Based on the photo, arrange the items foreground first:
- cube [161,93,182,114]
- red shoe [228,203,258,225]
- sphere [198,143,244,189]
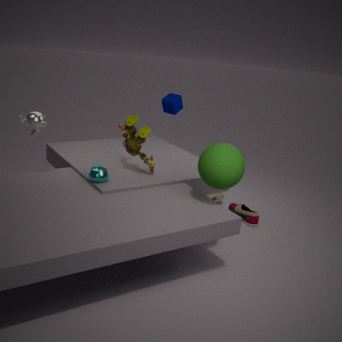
sphere [198,143,244,189] < red shoe [228,203,258,225] < cube [161,93,182,114]
